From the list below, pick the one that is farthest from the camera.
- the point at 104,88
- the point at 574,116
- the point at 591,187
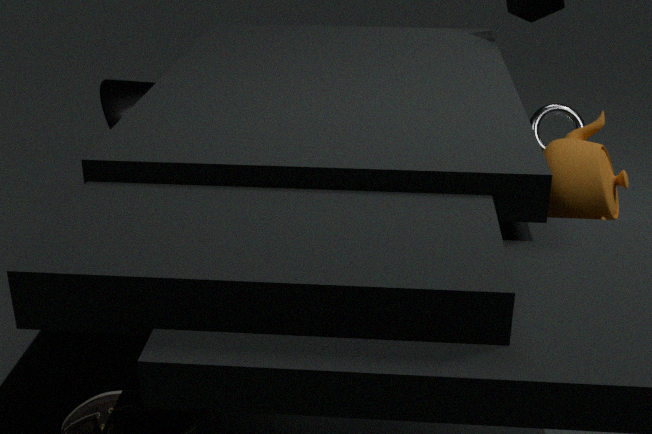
the point at 574,116
